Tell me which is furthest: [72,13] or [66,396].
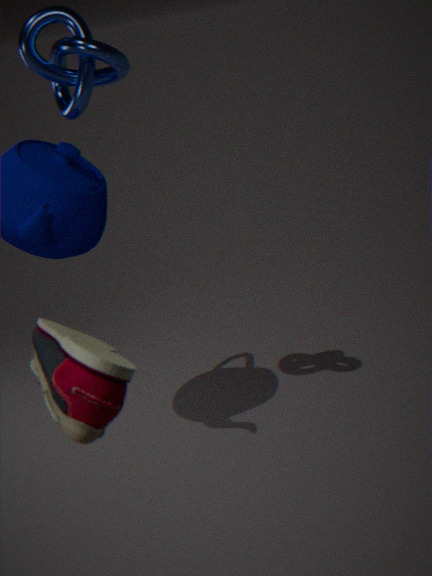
[72,13]
